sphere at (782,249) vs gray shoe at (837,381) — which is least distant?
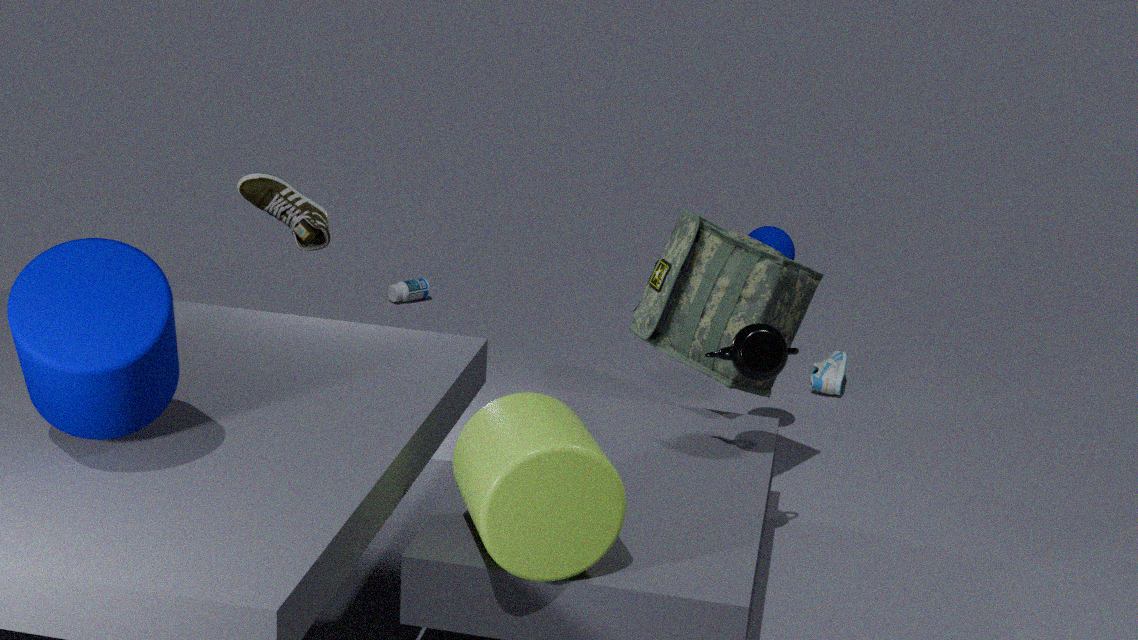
sphere at (782,249)
